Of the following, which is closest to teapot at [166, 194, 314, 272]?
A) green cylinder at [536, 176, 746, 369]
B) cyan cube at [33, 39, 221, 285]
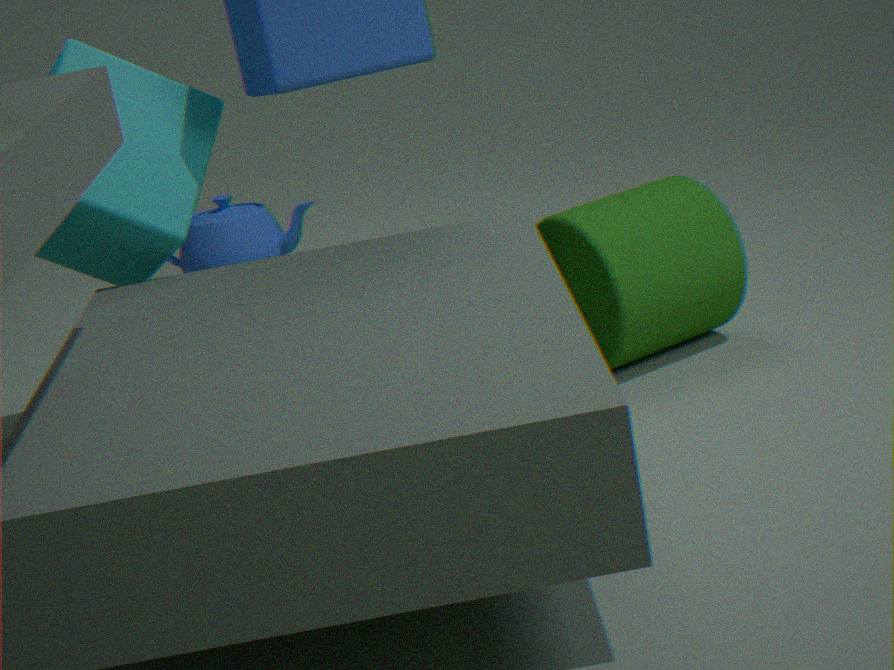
cyan cube at [33, 39, 221, 285]
